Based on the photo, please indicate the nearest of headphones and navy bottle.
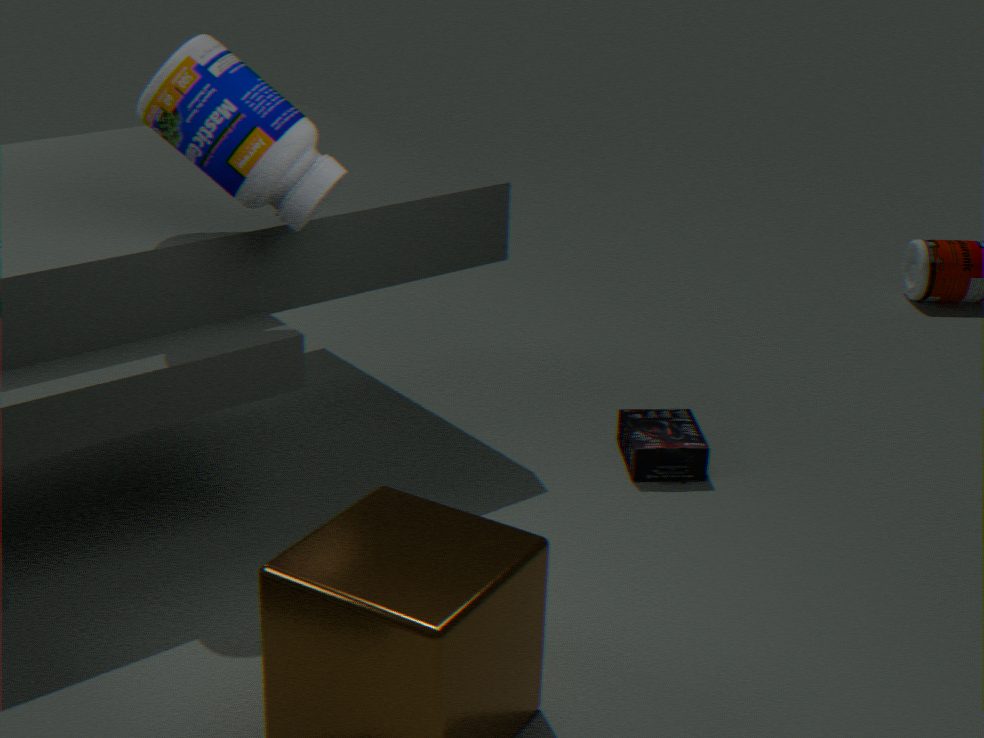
navy bottle
